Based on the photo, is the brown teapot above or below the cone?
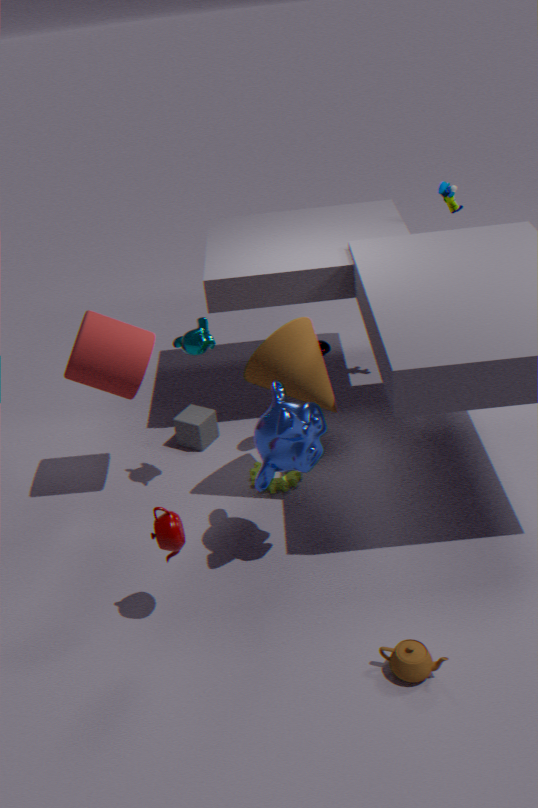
below
